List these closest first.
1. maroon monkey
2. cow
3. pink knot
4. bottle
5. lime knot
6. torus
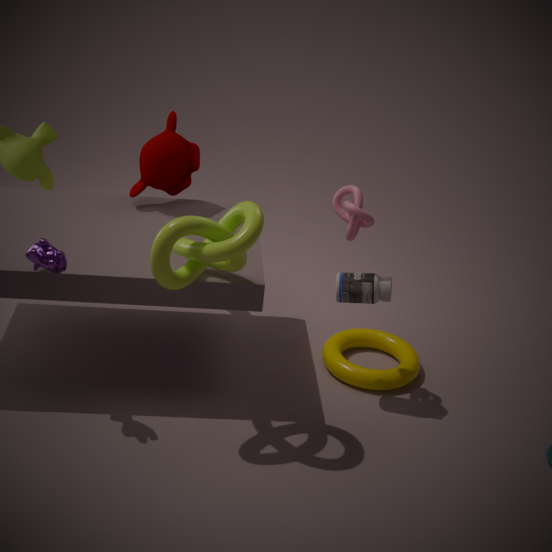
lime knot, cow, pink knot, bottle, torus, maroon monkey
